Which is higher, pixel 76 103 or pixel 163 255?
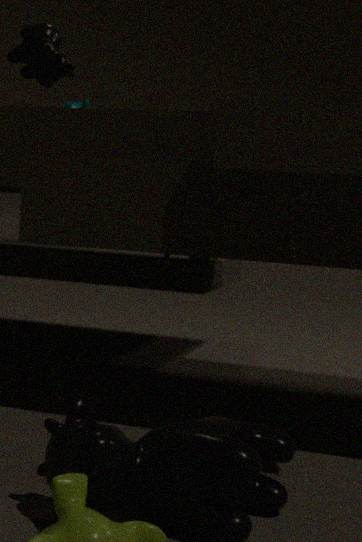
pixel 76 103
